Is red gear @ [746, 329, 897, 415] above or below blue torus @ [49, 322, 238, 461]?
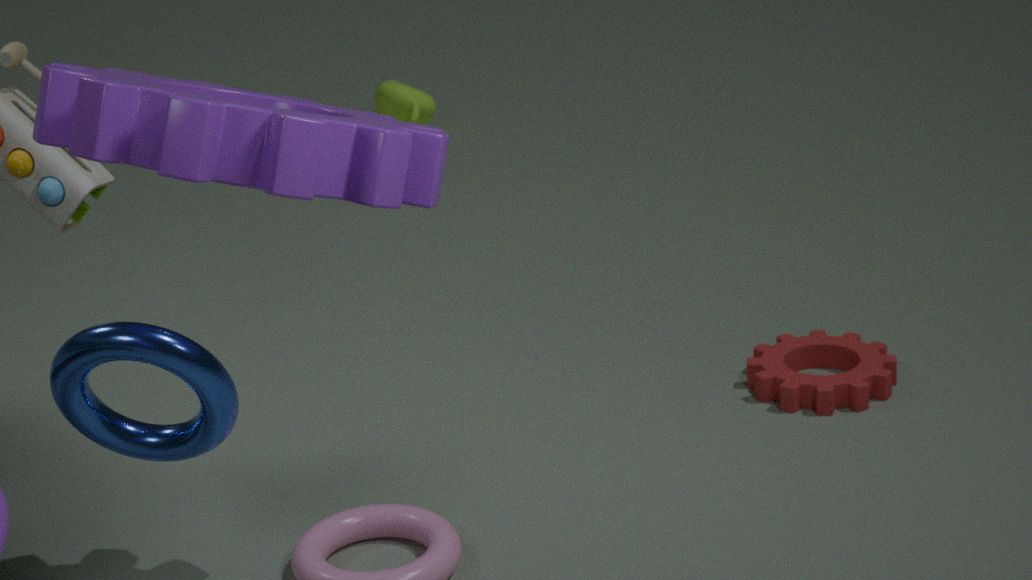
below
